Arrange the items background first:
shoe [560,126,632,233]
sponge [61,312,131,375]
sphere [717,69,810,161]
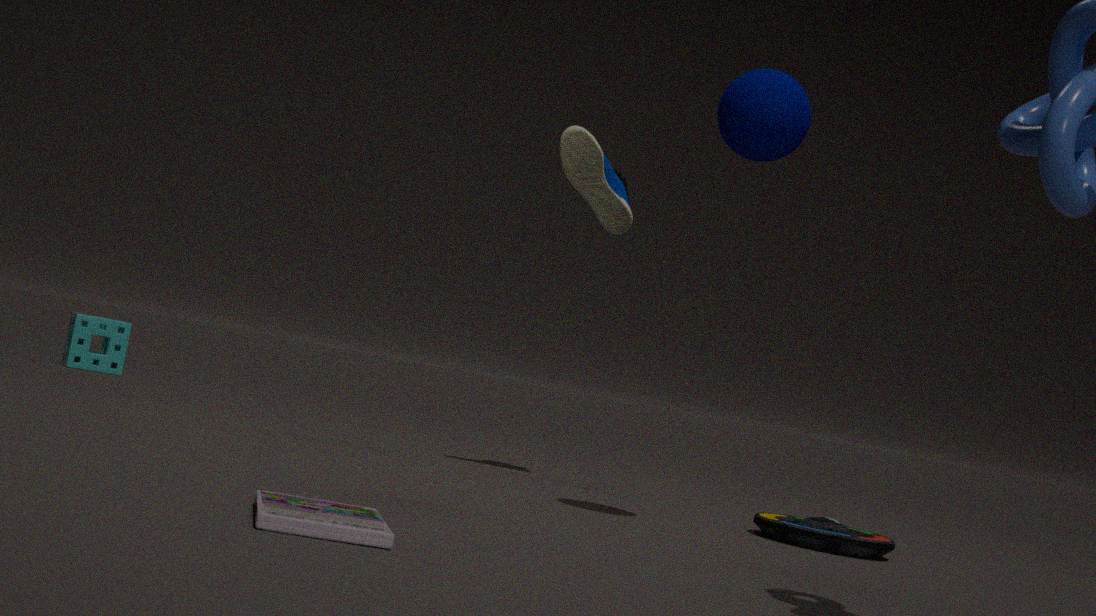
1. sponge [61,312,131,375]
2. shoe [560,126,632,233]
3. sphere [717,69,810,161]
